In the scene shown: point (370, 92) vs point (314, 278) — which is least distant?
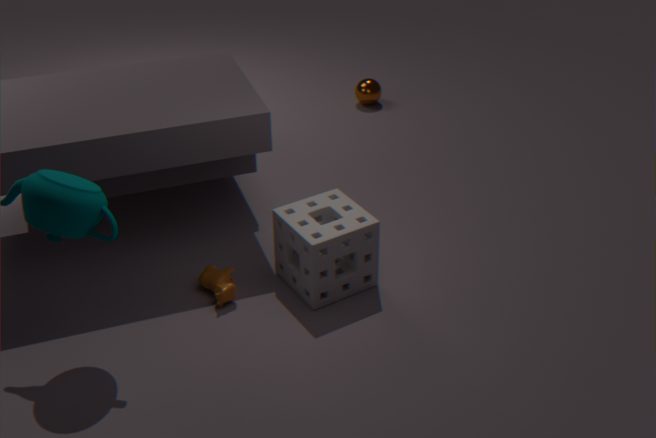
point (314, 278)
